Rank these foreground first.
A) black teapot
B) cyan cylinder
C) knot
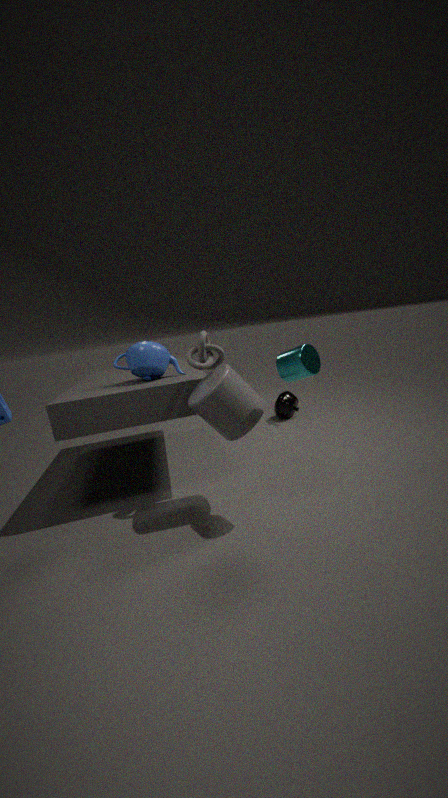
cyan cylinder
knot
black teapot
